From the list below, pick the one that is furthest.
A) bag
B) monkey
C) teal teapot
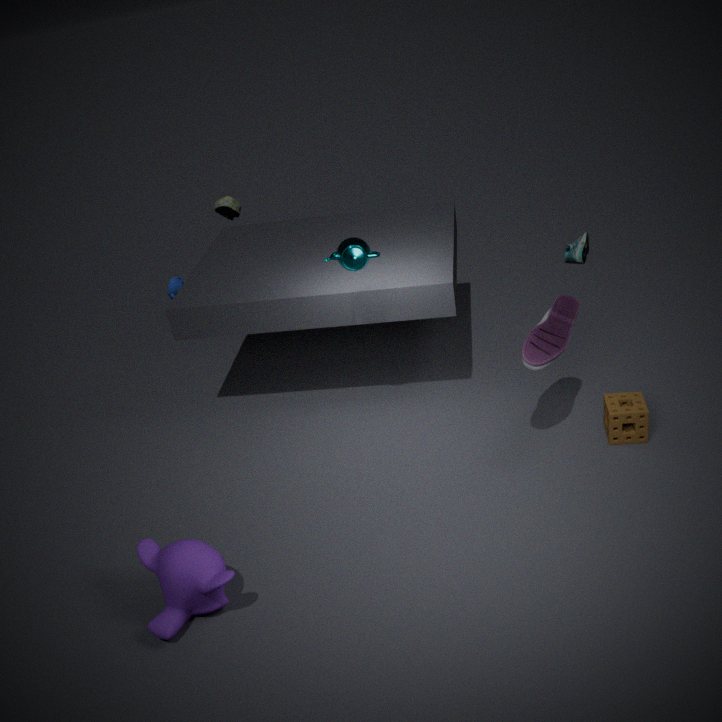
bag
